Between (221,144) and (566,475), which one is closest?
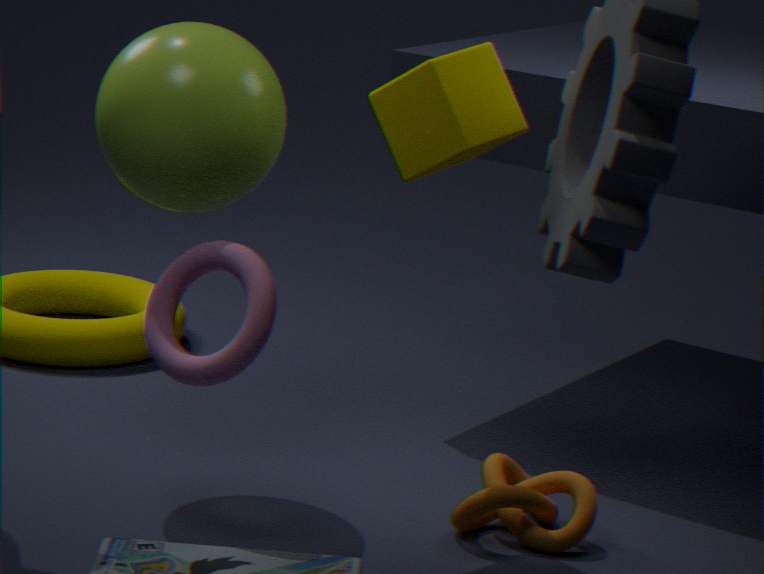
(221,144)
